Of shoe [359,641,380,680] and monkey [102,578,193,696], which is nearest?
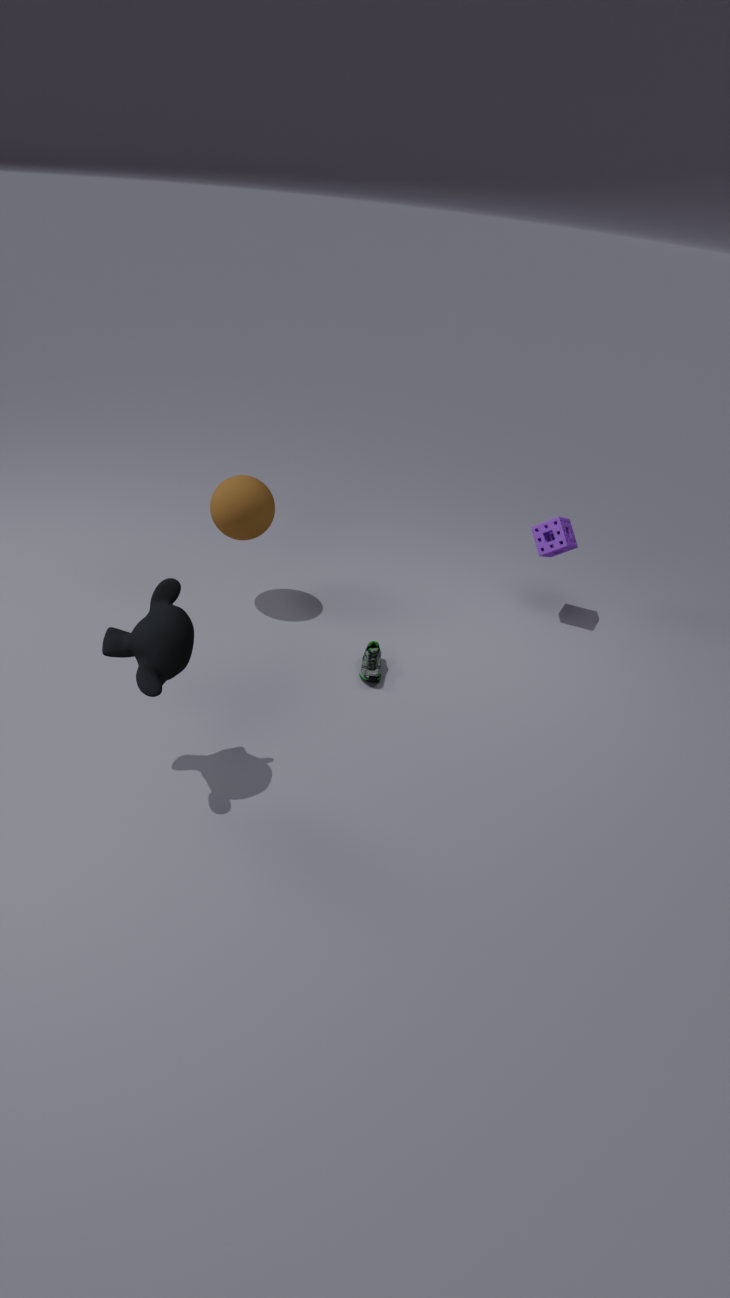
monkey [102,578,193,696]
